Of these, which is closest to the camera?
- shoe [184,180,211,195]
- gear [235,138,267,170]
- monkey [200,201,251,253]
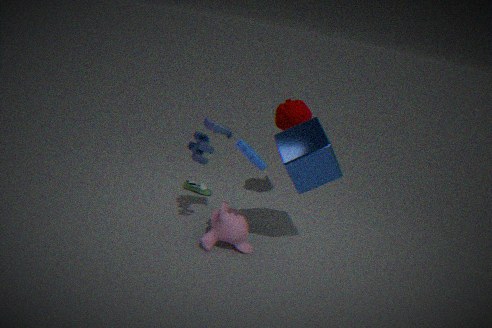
gear [235,138,267,170]
